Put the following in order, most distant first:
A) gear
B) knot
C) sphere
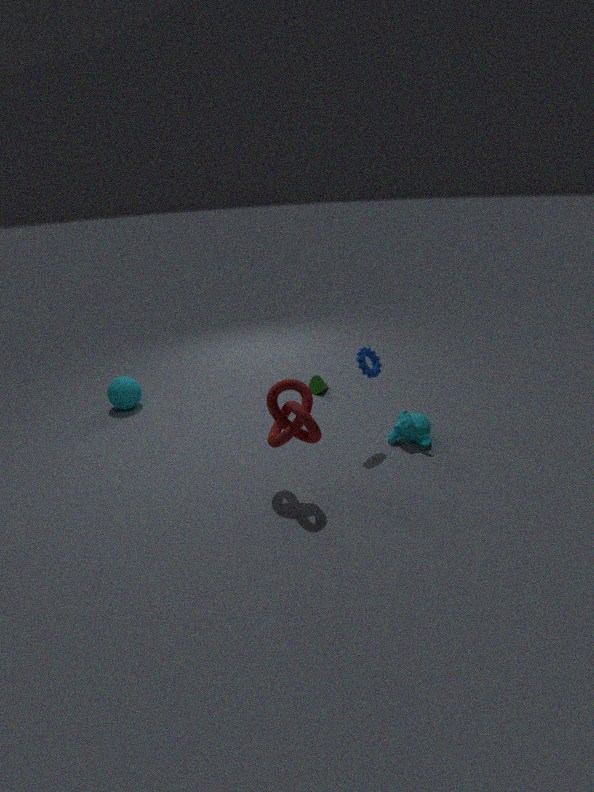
sphere
gear
knot
